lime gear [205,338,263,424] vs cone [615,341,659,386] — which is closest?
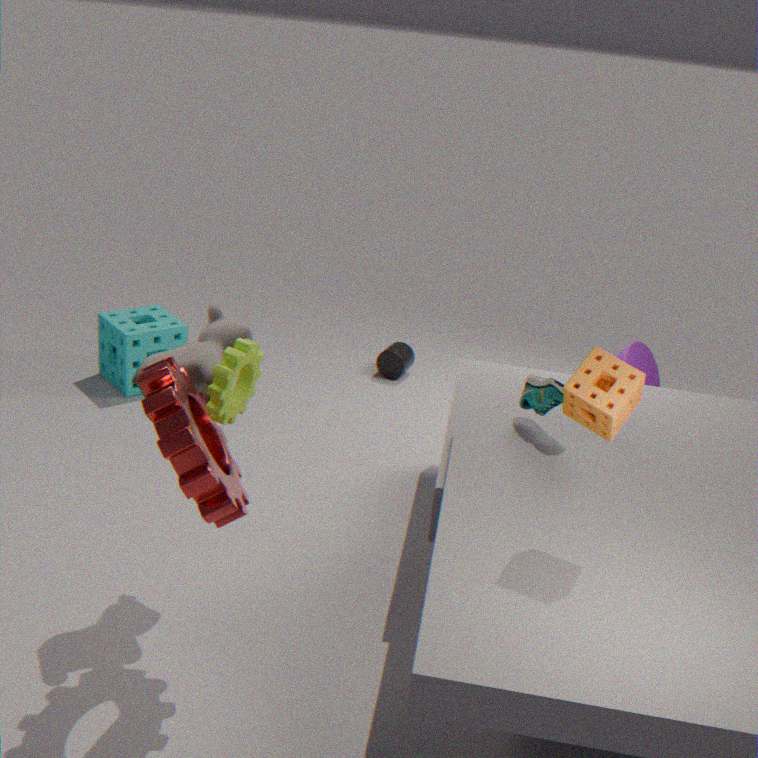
lime gear [205,338,263,424]
